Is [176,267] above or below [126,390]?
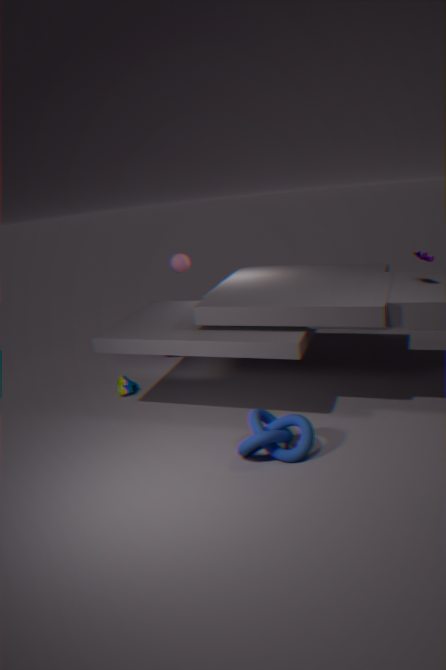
above
